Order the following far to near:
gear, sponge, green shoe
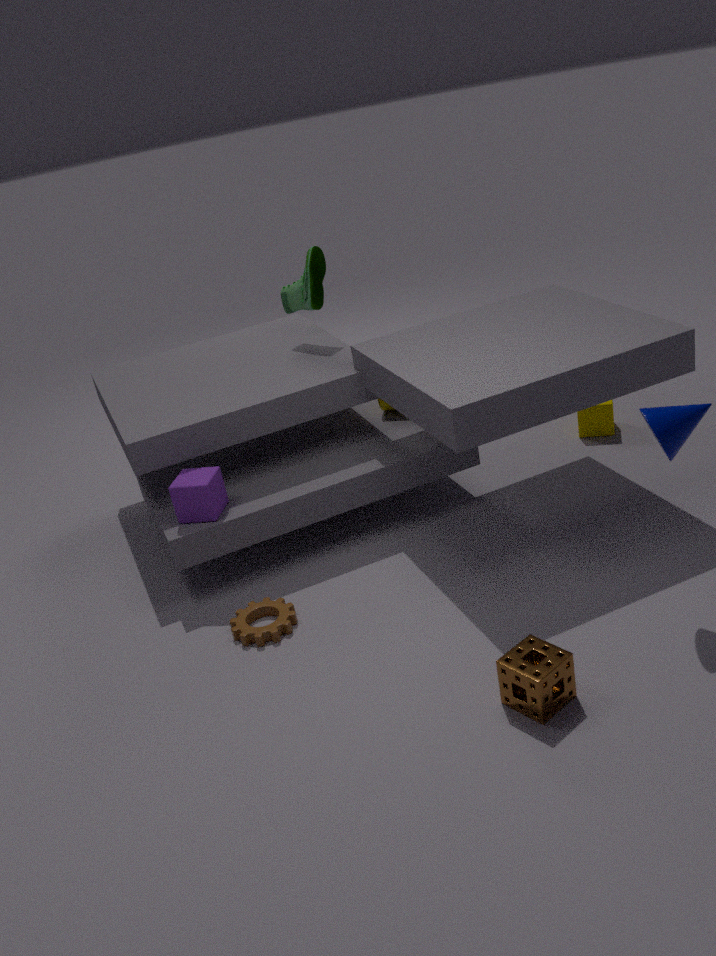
green shoe < gear < sponge
